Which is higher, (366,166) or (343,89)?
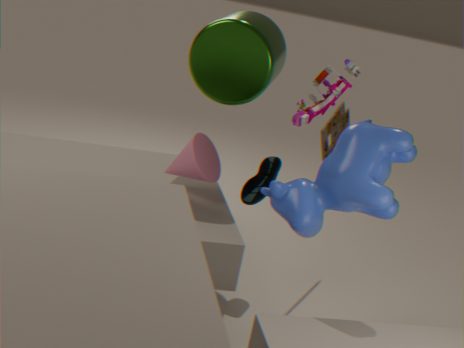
(343,89)
